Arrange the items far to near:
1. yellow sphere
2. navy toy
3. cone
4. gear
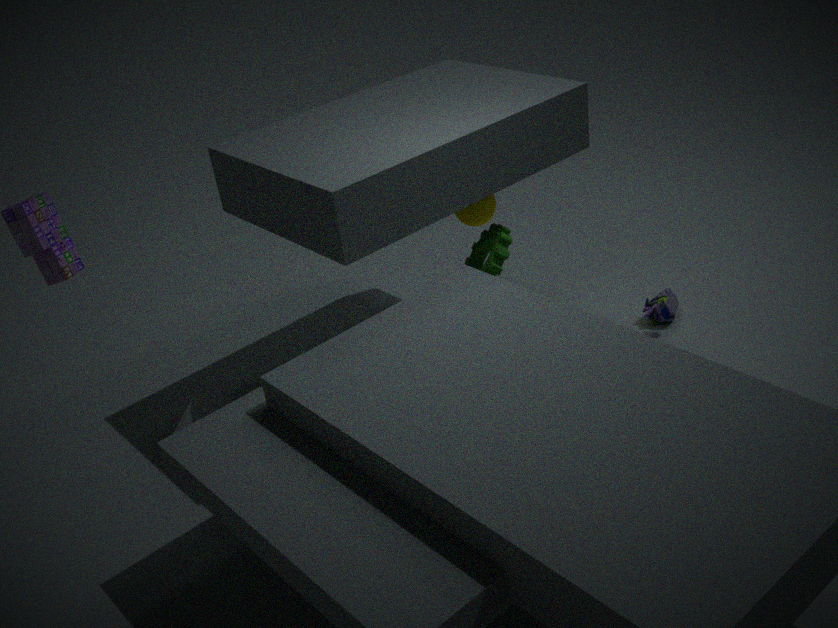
1. yellow sphere
2. navy toy
3. gear
4. cone
